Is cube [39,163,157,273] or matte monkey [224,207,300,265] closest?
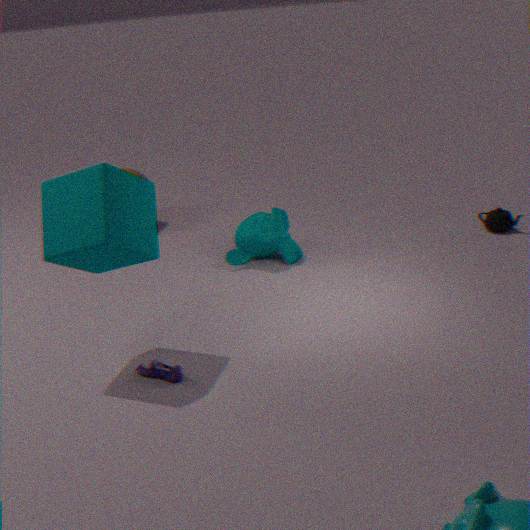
cube [39,163,157,273]
